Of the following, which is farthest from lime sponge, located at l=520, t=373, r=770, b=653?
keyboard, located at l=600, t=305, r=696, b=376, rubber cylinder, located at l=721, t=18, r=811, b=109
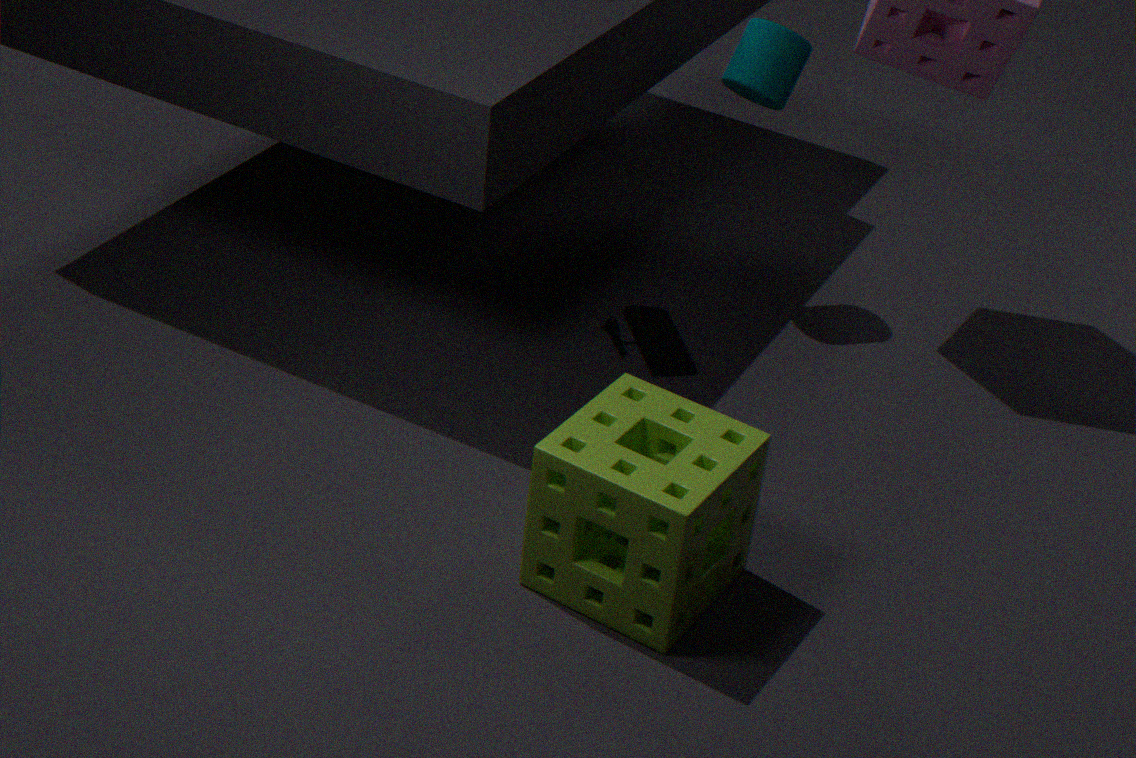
rubber cylinder, located at l=721, t=18, r=811, b=109
